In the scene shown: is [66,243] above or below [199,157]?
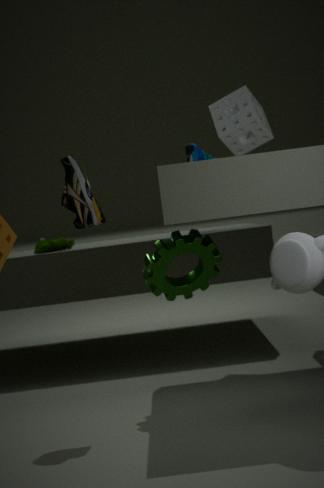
below
